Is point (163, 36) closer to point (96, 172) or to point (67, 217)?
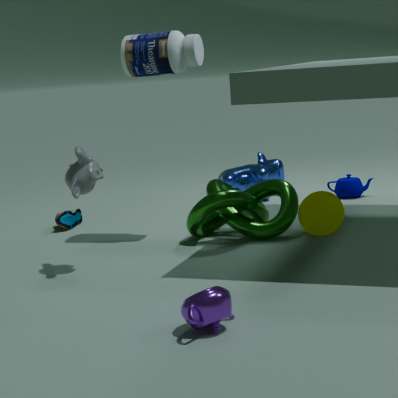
point (96, 172)
